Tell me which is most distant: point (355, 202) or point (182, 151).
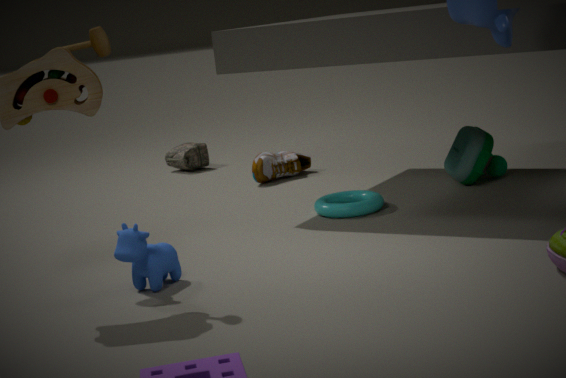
point (182, 151)
